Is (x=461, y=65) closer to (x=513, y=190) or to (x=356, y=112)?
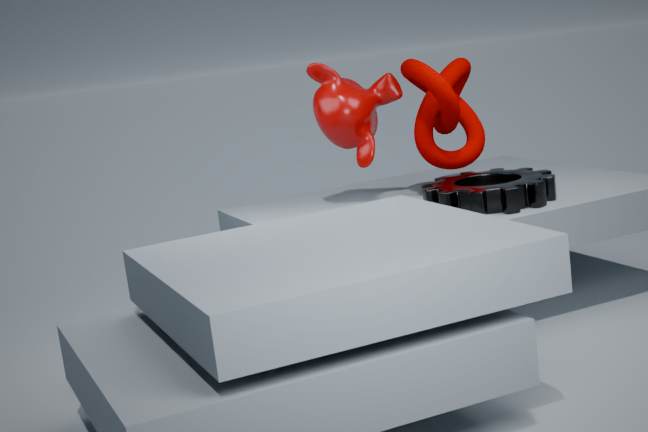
(x=356, y=112)
